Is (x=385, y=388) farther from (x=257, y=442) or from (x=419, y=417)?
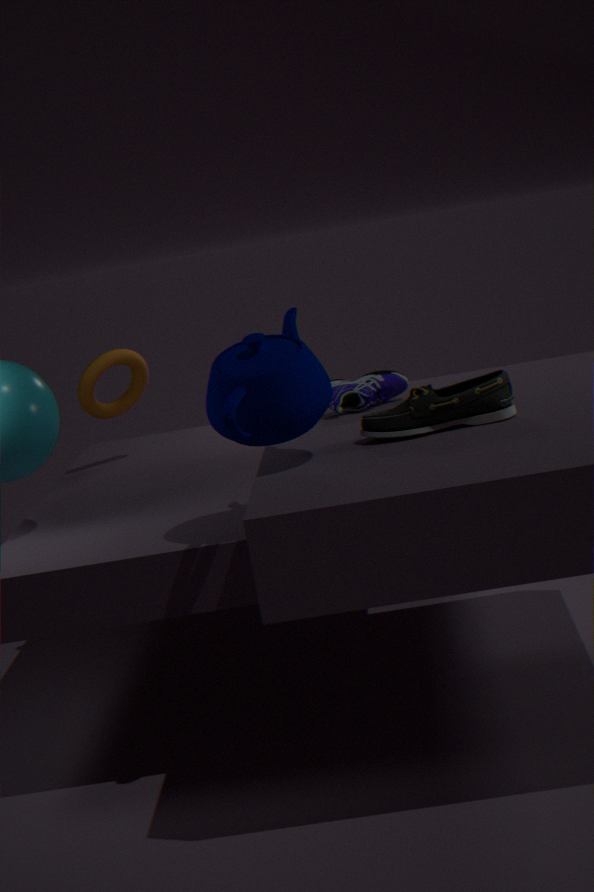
(x=257, y=442)
